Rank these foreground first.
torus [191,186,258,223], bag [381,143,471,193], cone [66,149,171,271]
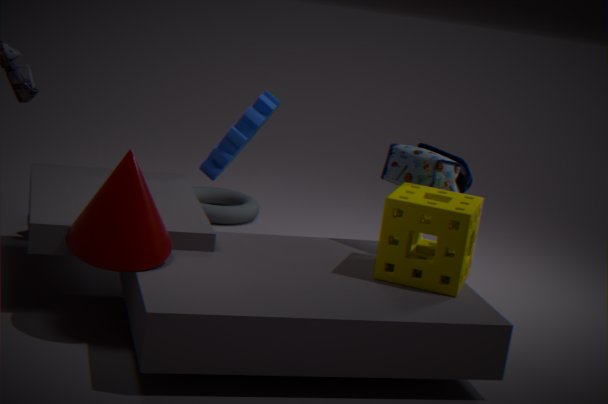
cone [66,149,171,271] → bag [381,143,471,193] → torus [191,186,258,223]
